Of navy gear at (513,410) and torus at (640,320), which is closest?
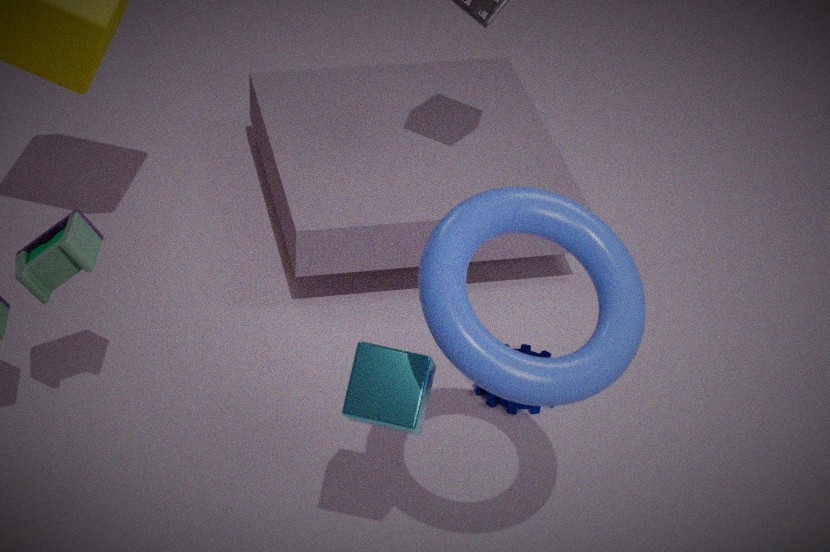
torus at (640,320)
